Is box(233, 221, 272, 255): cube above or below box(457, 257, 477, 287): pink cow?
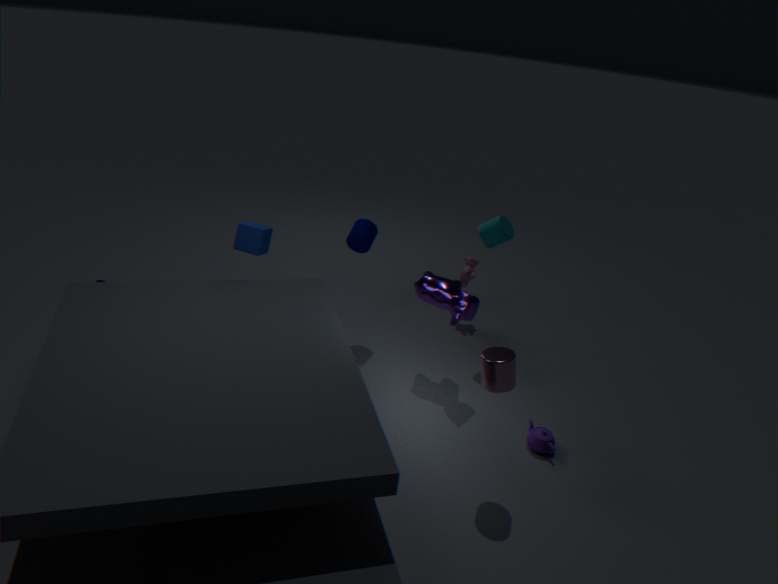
above
